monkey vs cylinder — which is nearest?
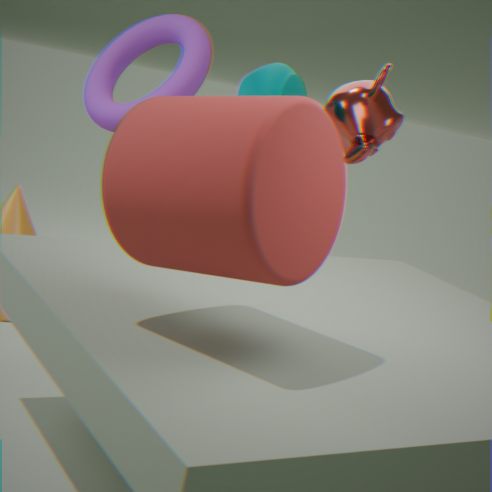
cylinder
